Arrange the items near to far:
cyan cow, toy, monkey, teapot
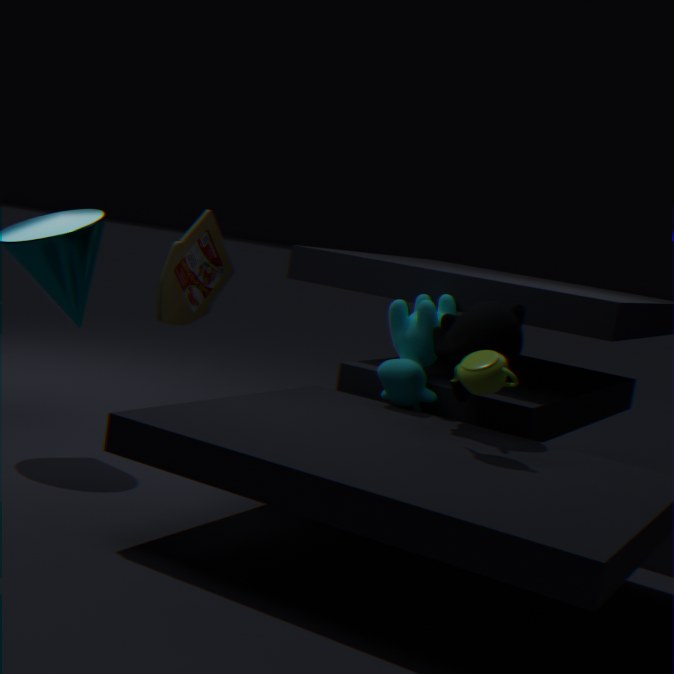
teapot
monkey
cyan cow
toy
